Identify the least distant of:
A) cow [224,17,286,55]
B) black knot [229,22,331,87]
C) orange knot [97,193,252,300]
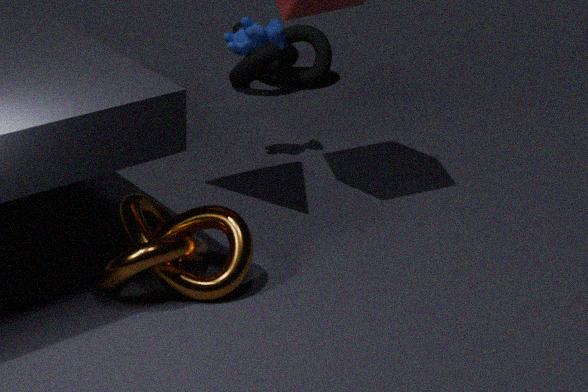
orange knot [97,193,252,300]
